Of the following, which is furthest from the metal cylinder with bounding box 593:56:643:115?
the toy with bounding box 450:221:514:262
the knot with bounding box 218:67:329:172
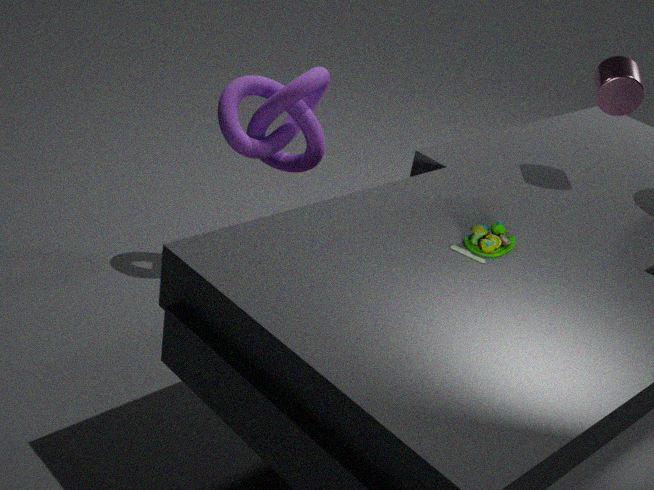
the knot with bounding box 218:67:329:172
